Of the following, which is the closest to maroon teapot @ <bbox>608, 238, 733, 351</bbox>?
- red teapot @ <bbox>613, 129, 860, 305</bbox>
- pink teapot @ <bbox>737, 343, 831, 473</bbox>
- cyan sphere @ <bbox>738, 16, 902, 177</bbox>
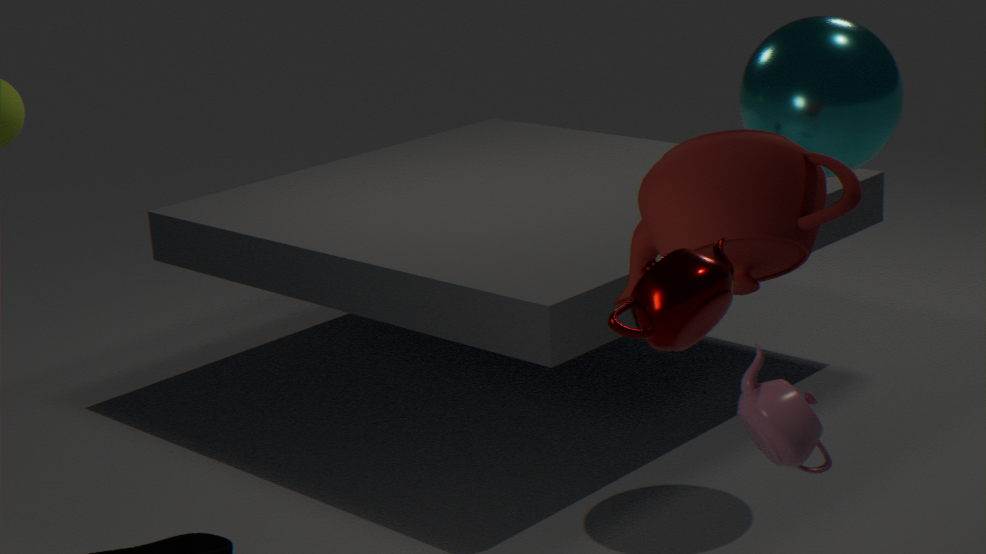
red teapot @ <bbox>613, 129, 860, 305</bbox>
